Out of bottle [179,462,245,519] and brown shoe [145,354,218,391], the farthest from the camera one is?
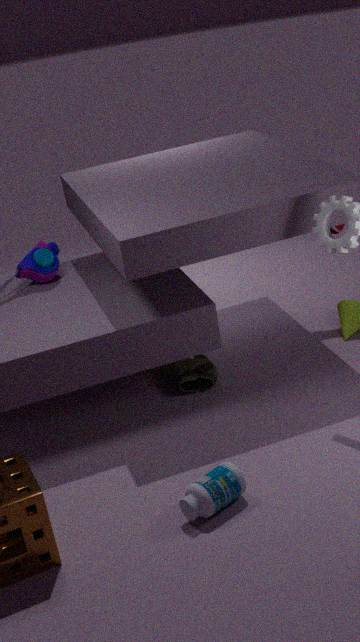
brown shoe [145,354,218,391]
